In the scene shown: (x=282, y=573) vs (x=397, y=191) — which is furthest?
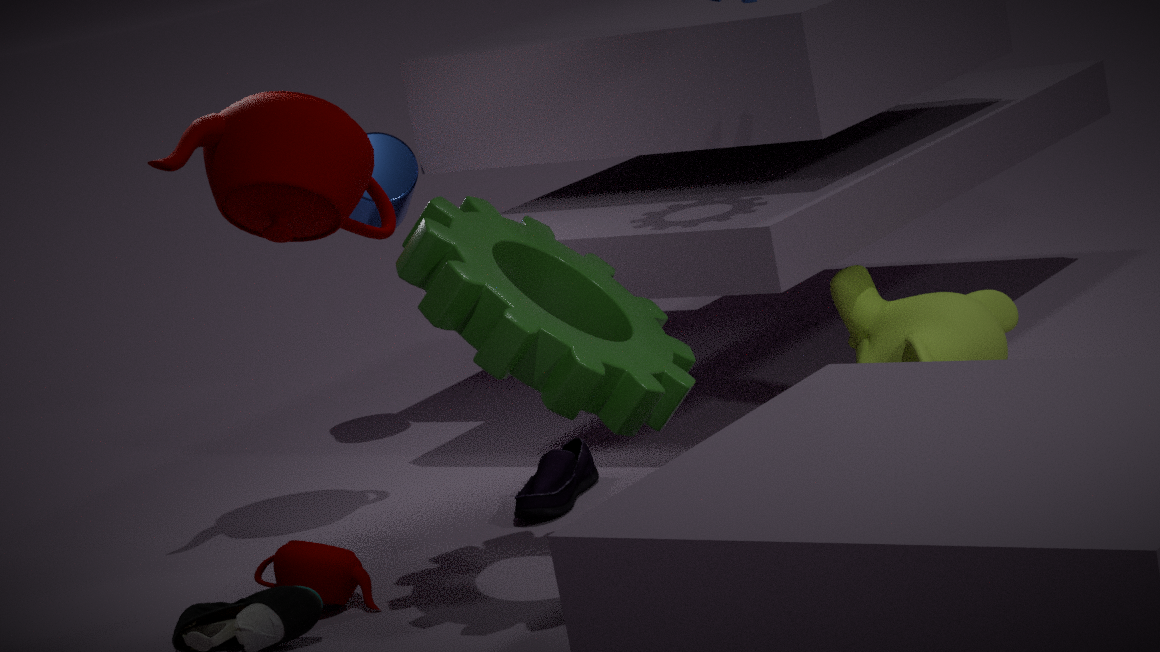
(x=397, y=191)
